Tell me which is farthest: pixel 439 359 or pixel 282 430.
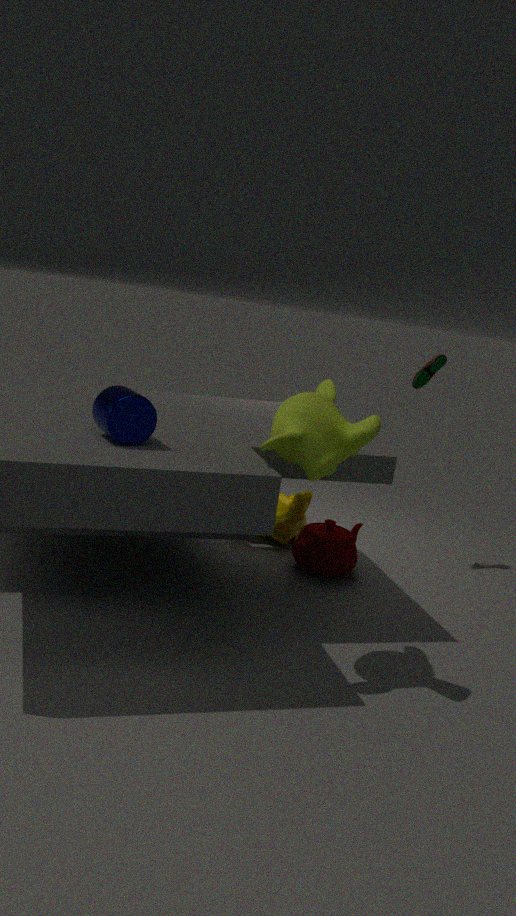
pixel 439 359
